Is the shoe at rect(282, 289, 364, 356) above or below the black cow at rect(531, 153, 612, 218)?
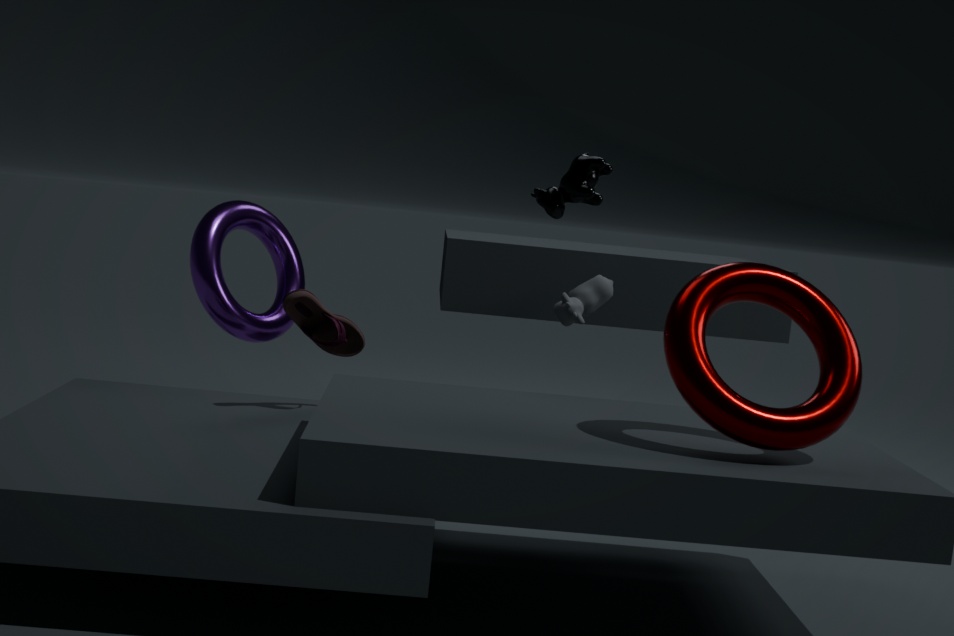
below
